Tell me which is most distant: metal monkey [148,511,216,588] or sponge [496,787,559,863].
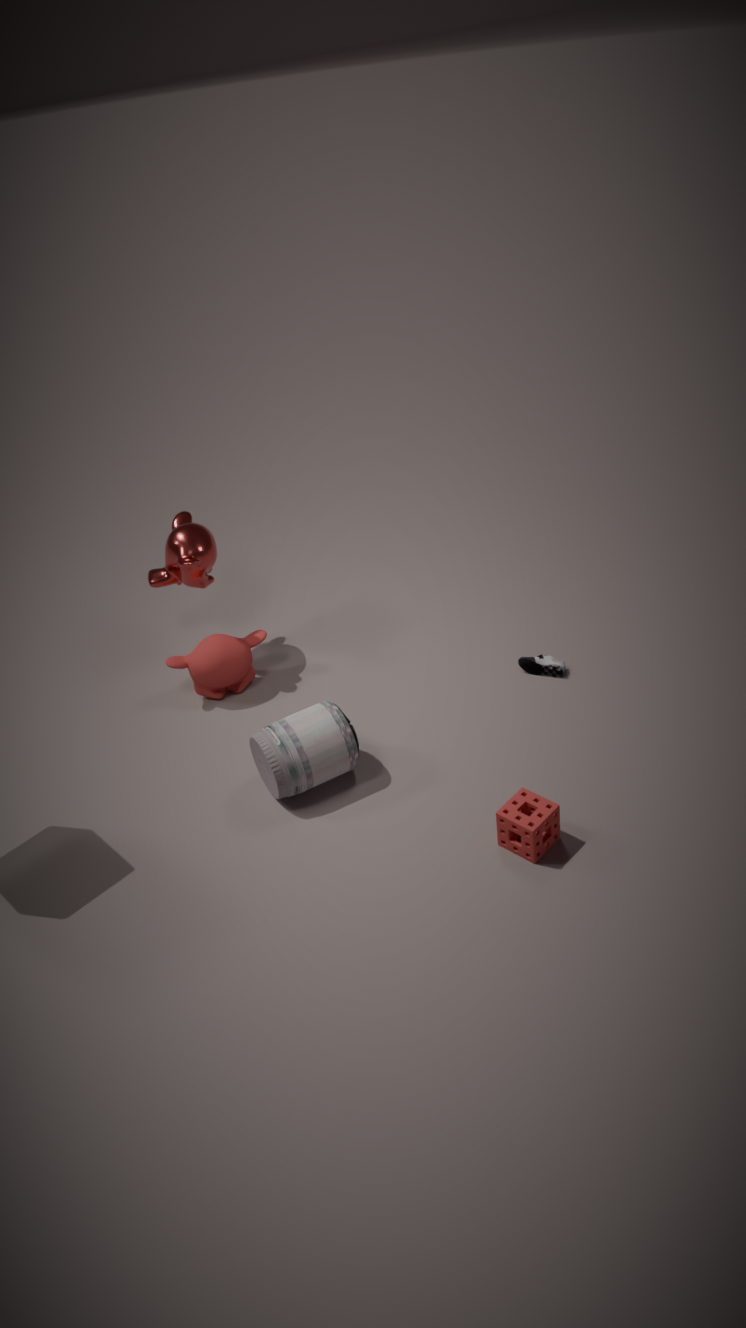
metal monkey [148,511,216,588]
